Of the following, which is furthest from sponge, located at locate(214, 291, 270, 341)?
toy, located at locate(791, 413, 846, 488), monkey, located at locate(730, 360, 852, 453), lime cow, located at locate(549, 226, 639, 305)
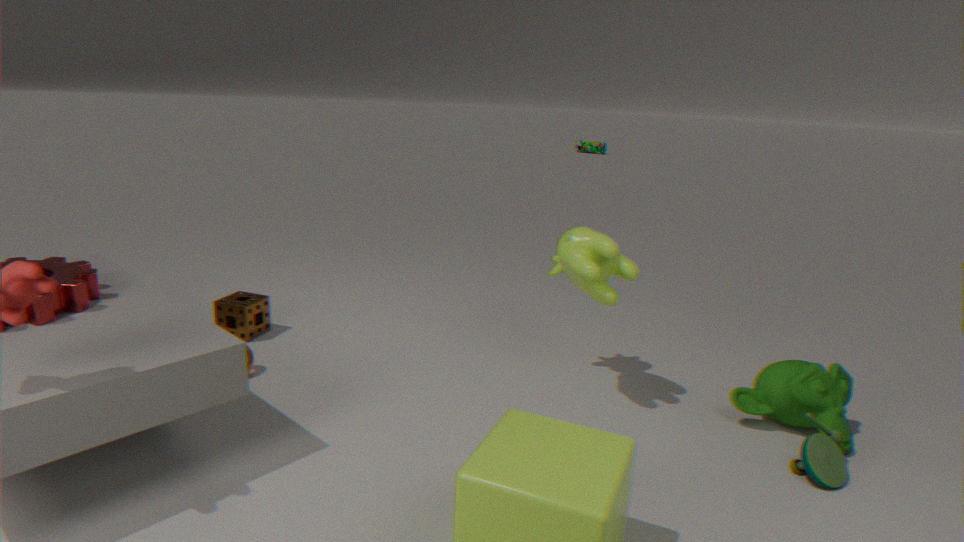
toy, located at locate(791, 413, 846, 488)
